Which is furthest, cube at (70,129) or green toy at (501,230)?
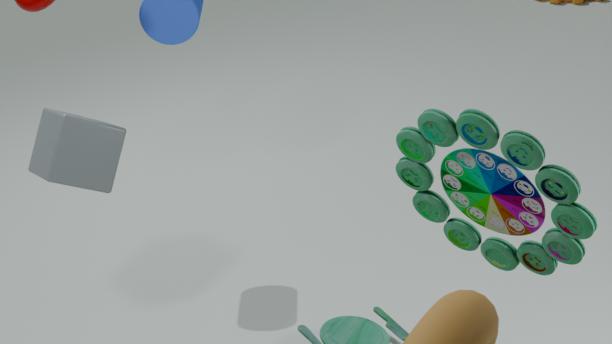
cube at (70,129)
